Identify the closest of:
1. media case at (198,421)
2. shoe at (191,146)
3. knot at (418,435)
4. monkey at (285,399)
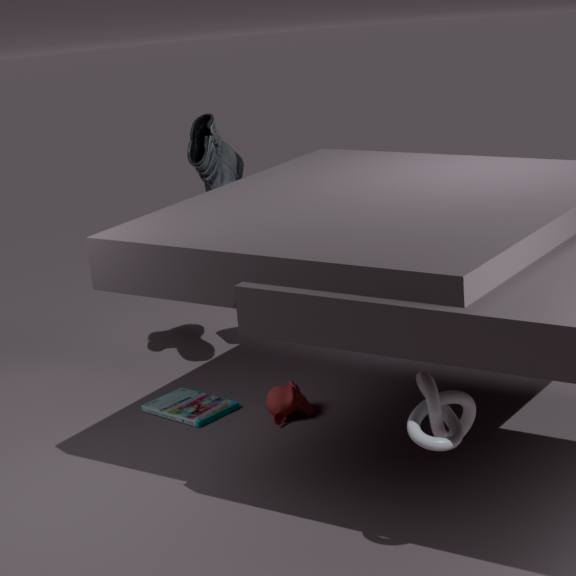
knot at (418,435)
